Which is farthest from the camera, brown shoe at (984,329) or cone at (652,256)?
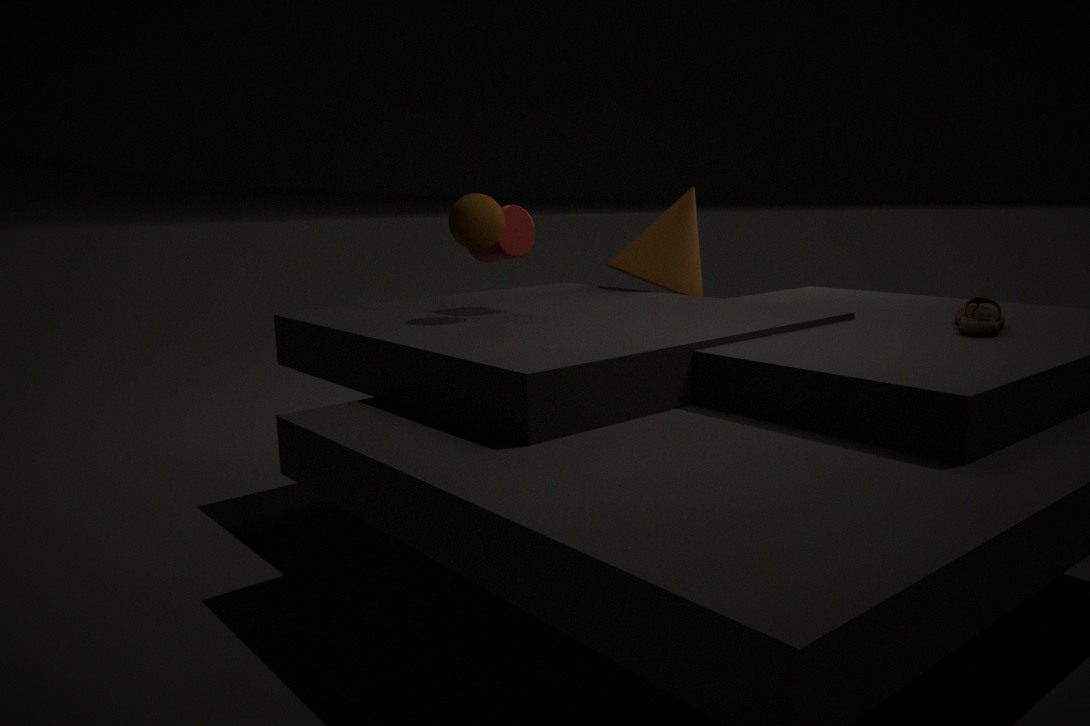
cone at (652,256)
